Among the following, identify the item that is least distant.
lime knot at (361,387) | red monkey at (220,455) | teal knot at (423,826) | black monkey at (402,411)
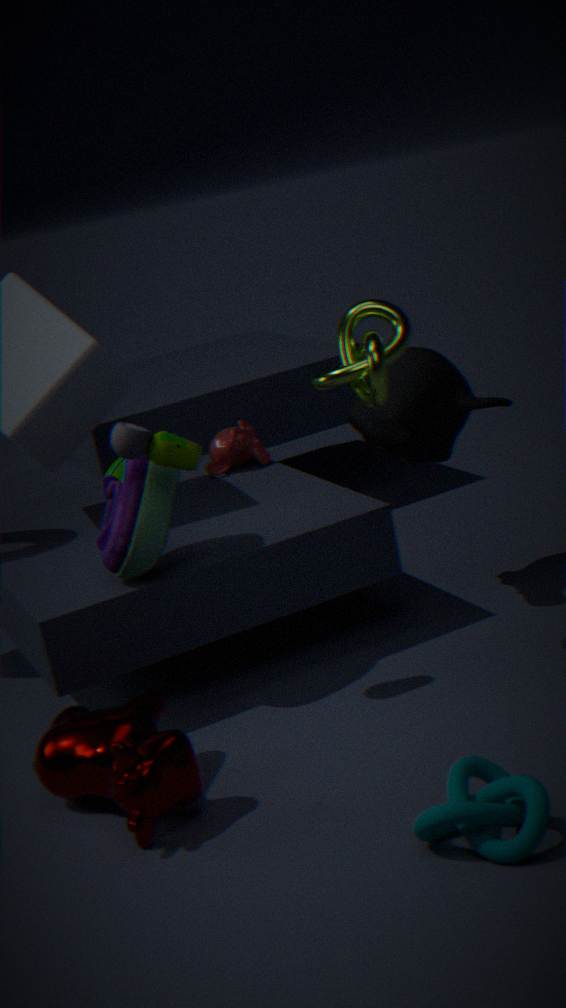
teal knot at (423,826)
